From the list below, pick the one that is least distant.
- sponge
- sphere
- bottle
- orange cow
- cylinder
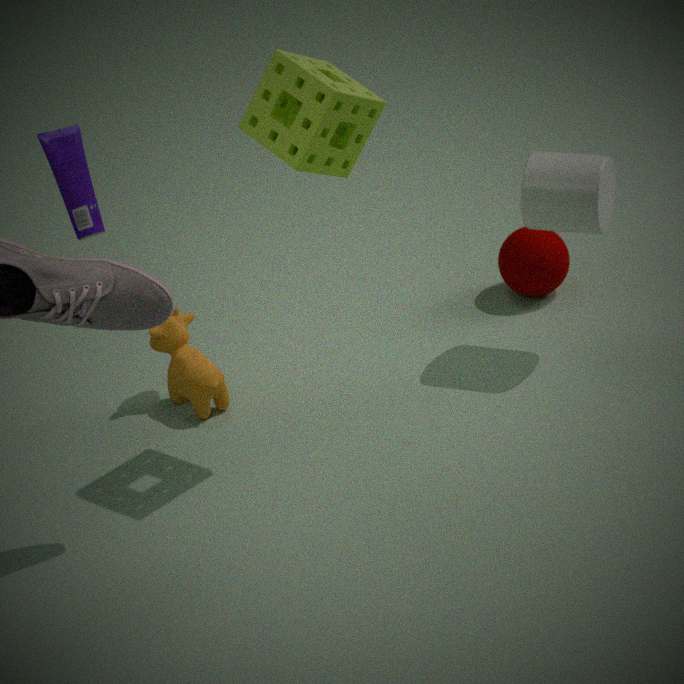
sponge
